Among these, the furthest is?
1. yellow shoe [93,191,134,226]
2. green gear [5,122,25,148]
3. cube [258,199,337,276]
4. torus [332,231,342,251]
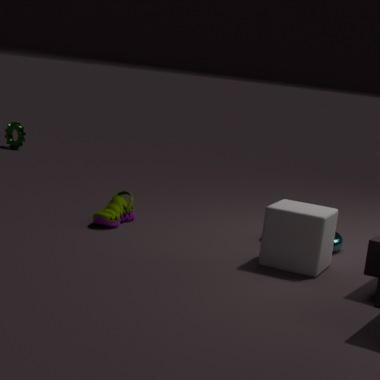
green gear [5,122,25,148]
